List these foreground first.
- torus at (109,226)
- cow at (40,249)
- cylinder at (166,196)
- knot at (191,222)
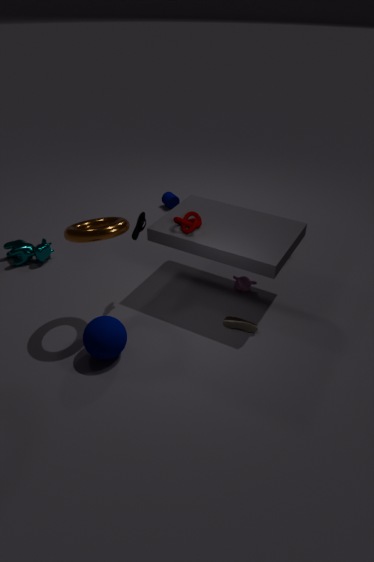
torus at (109,226), knot at (191,222), cow at (40,249), cylinder at (166,196)
